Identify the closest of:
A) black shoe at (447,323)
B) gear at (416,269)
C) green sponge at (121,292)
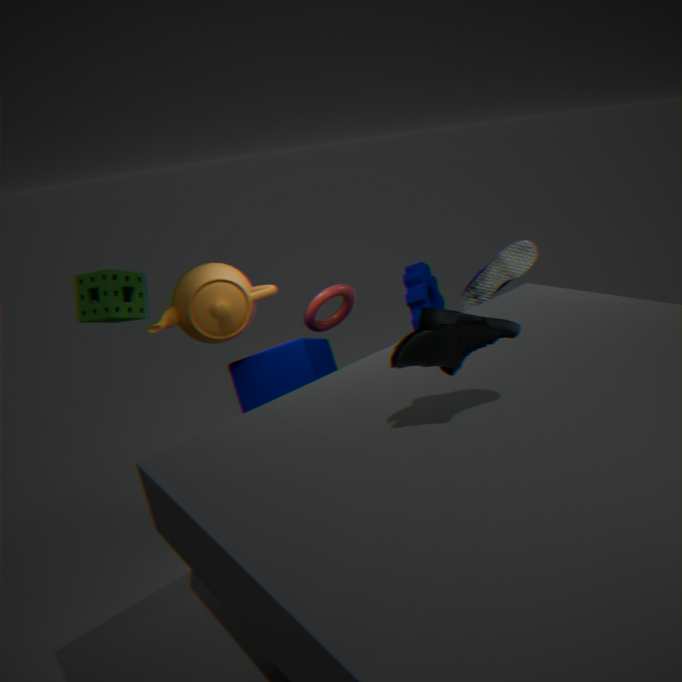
black shoe at (447,323)
